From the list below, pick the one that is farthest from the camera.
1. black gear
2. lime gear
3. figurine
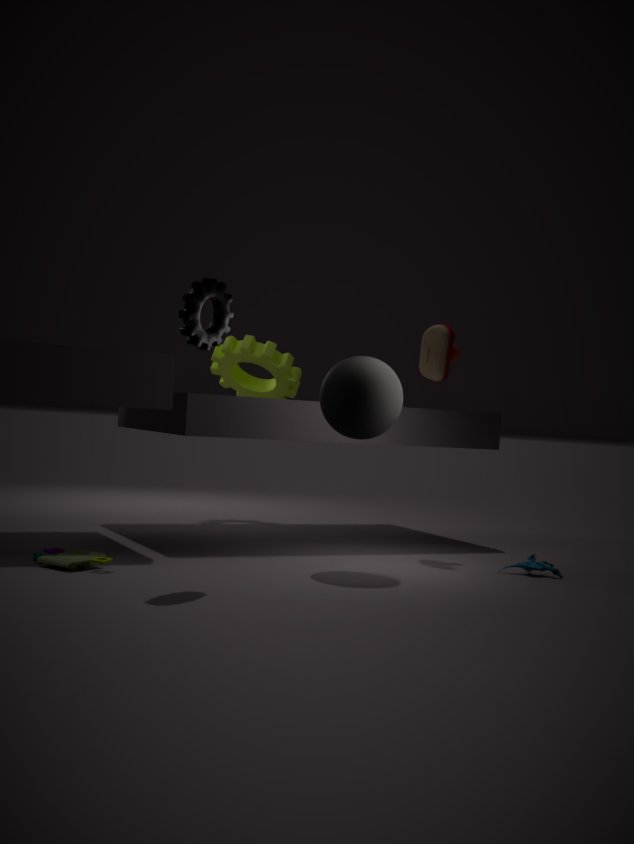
lime gear
